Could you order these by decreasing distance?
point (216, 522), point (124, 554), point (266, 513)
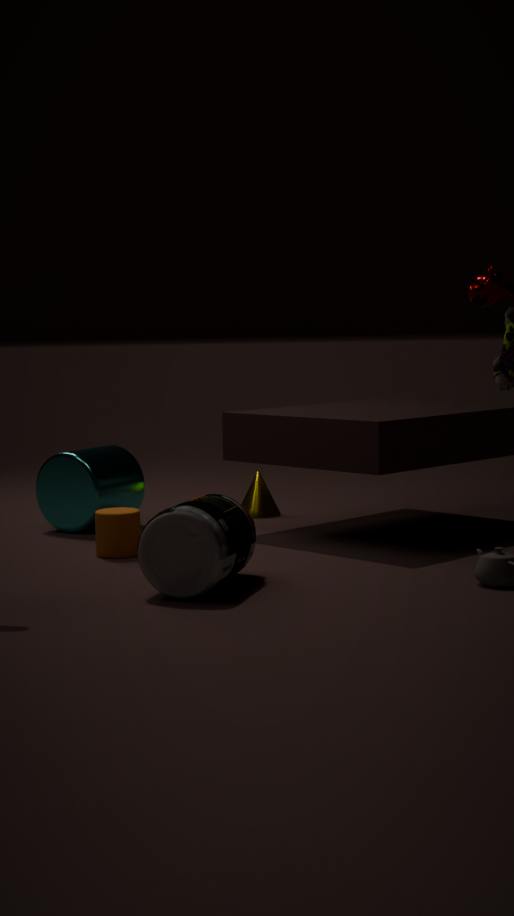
point (266, 513), point (124, 554), point (216, 522)
